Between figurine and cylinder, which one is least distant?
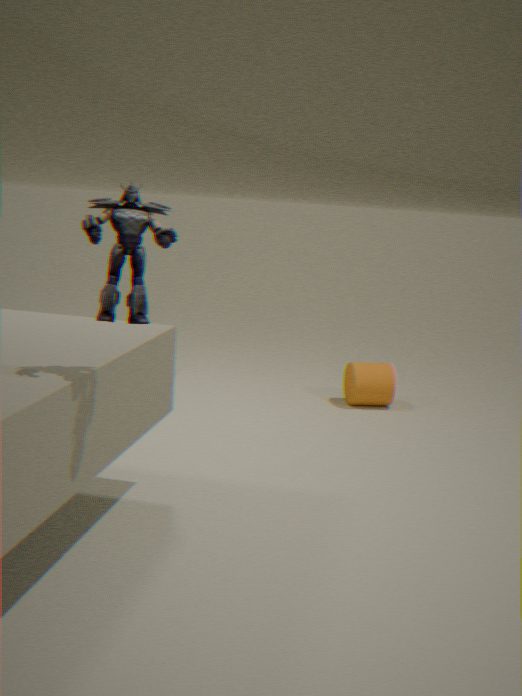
figurine
